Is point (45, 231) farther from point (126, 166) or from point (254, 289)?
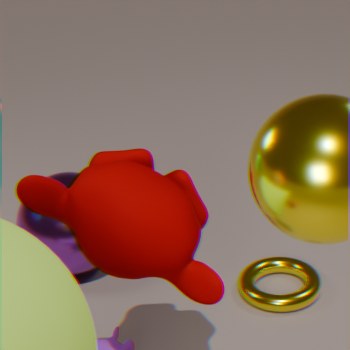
point (126, 166)
